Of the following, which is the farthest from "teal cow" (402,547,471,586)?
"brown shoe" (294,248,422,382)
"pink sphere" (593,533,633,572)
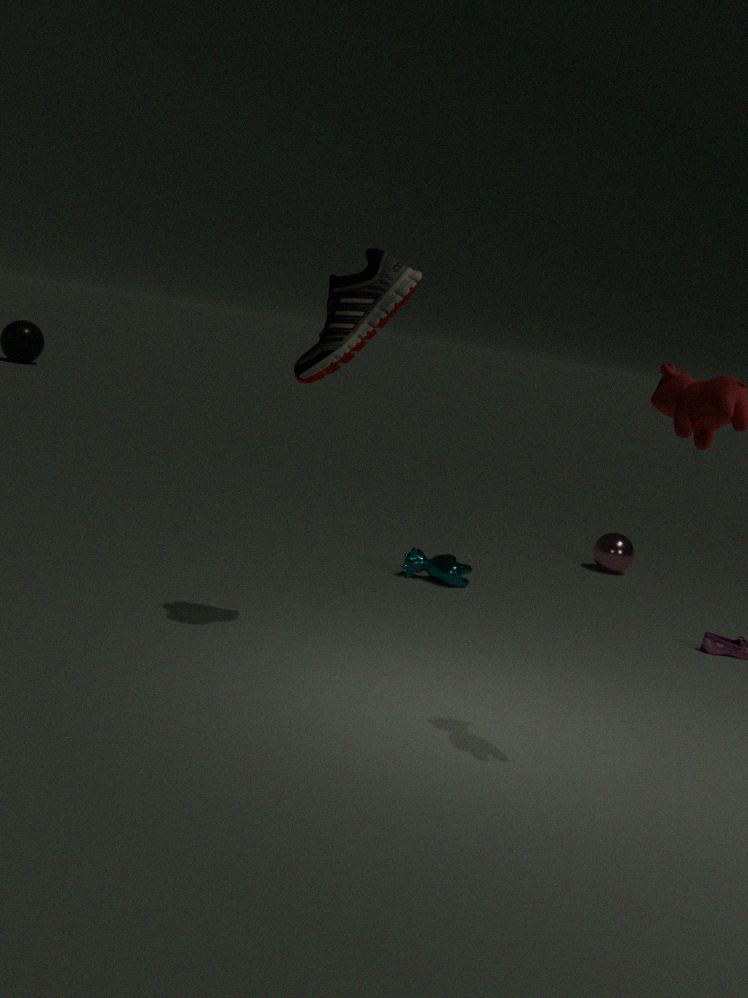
"brown shoe" (294,248,422,382)
